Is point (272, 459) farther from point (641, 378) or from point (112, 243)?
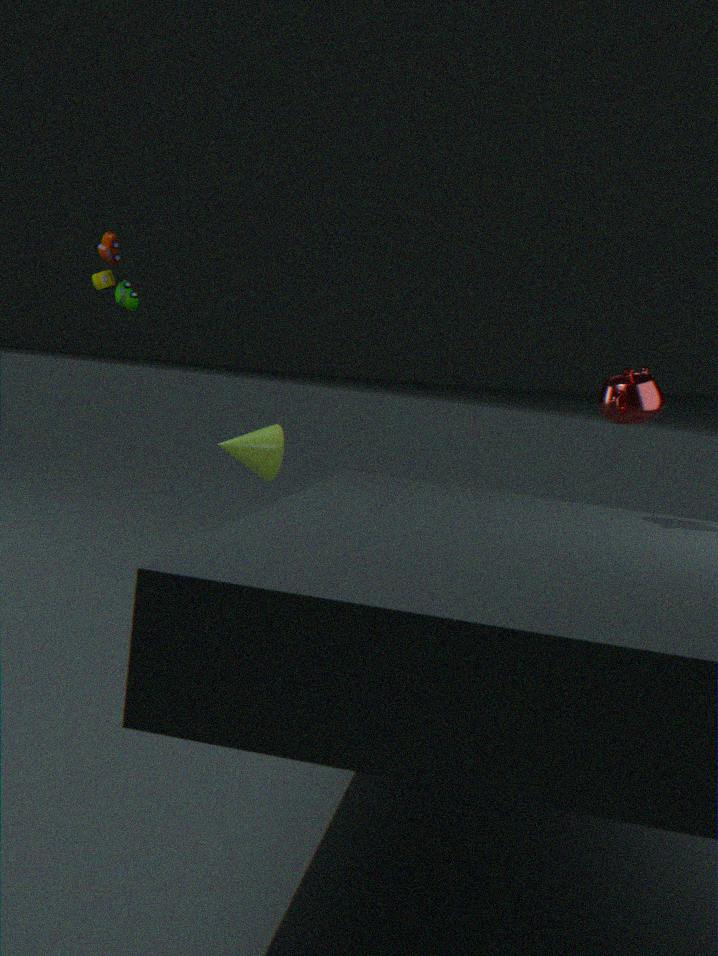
point (641, 378)
